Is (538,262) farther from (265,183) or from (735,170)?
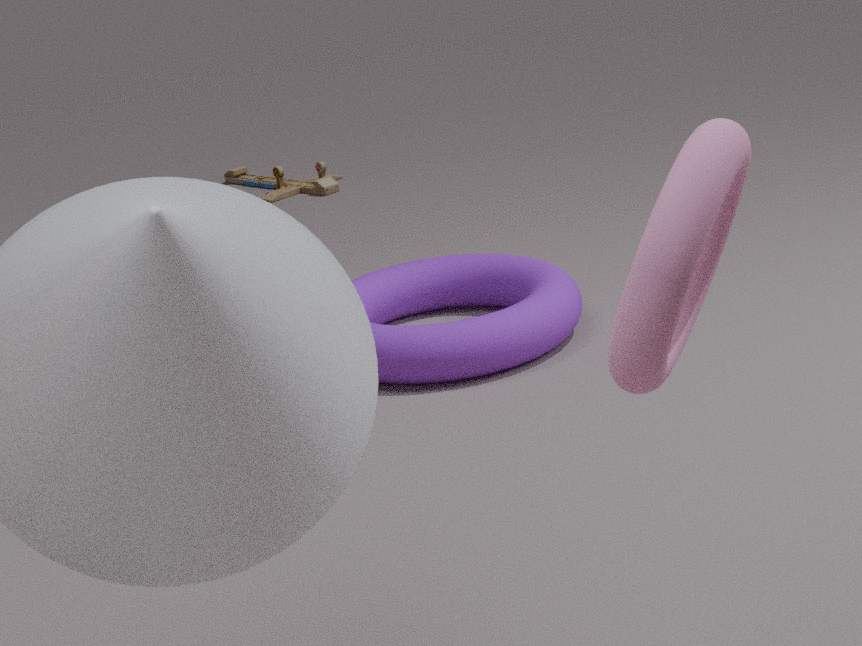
(735,170)
